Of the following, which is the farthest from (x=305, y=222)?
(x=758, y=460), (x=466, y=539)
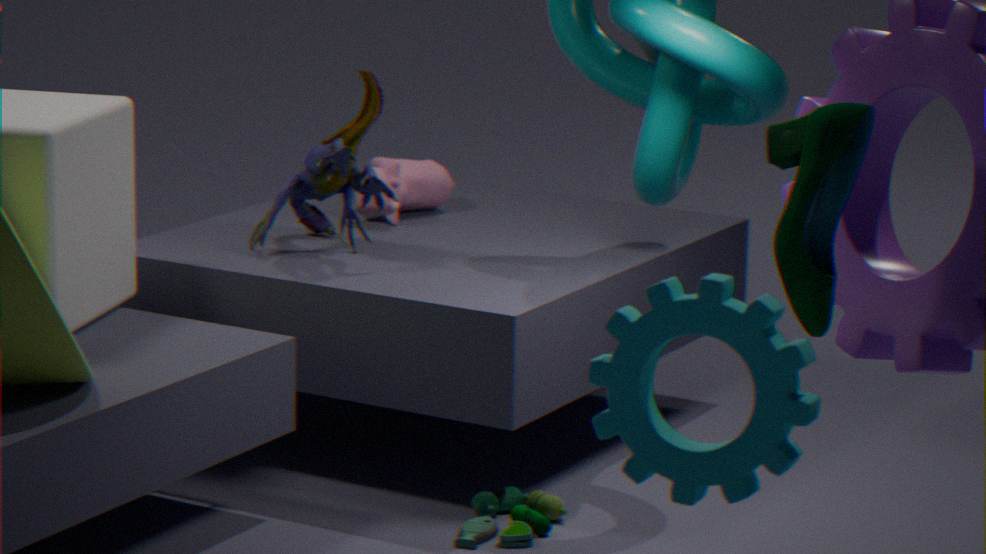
(x=758, y=460)
